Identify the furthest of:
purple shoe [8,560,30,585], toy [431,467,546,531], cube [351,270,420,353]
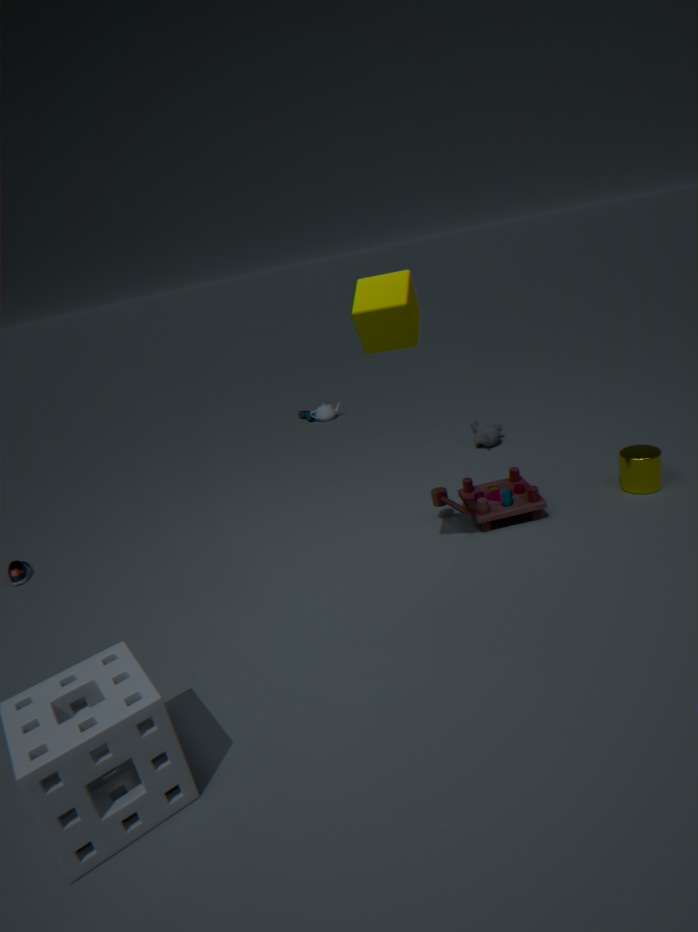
purple shoe [8,560,30,585]
